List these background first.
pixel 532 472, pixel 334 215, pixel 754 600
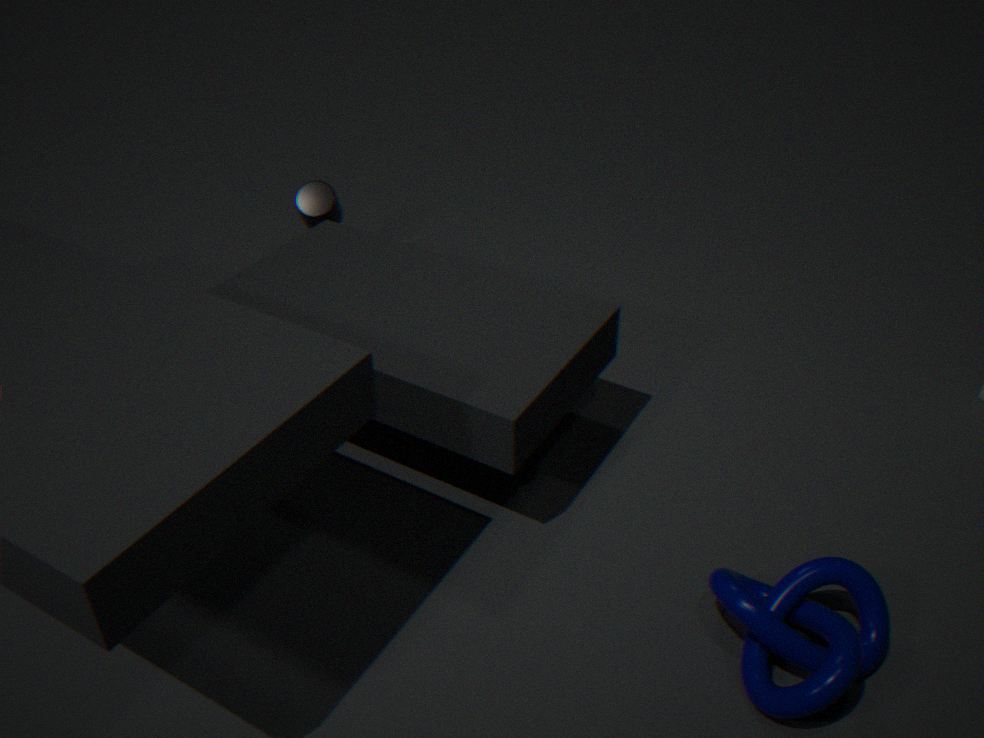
pixel 334 215, pixel 532 472, pixel 754 600
